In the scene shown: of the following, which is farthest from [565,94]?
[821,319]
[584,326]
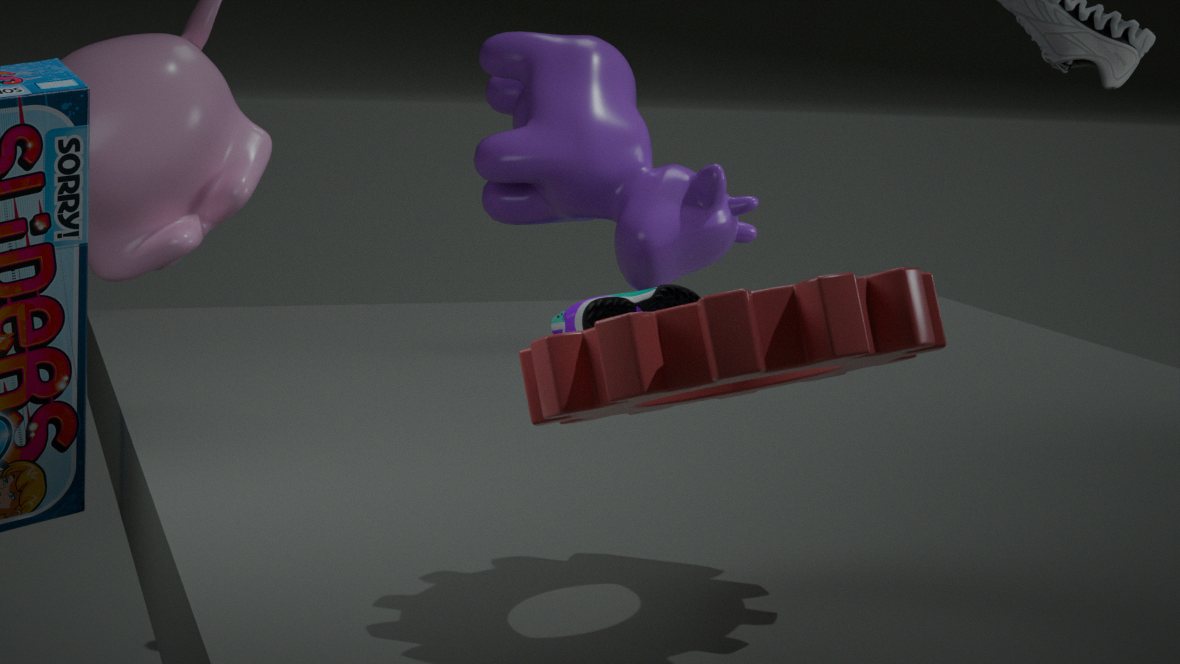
[821,319]
